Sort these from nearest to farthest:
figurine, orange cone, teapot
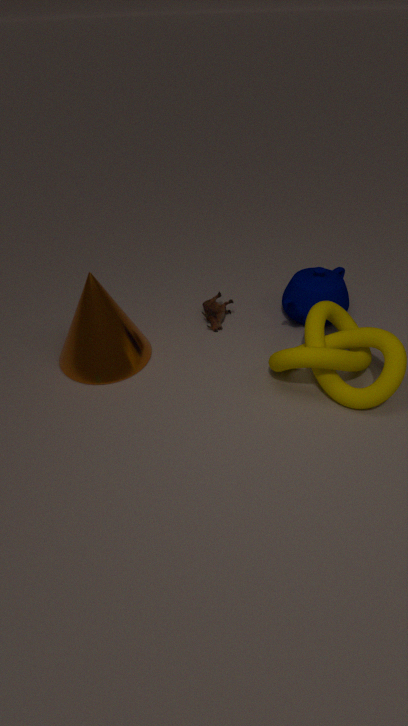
orange cone, teapot, figurine
